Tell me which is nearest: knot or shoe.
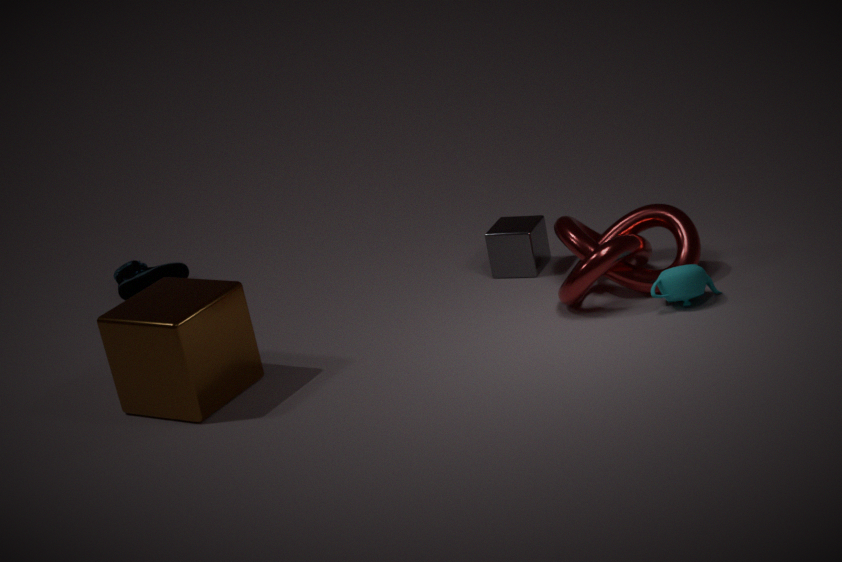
knot
